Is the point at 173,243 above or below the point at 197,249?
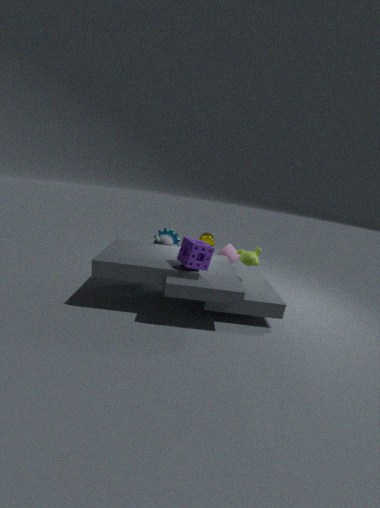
below
